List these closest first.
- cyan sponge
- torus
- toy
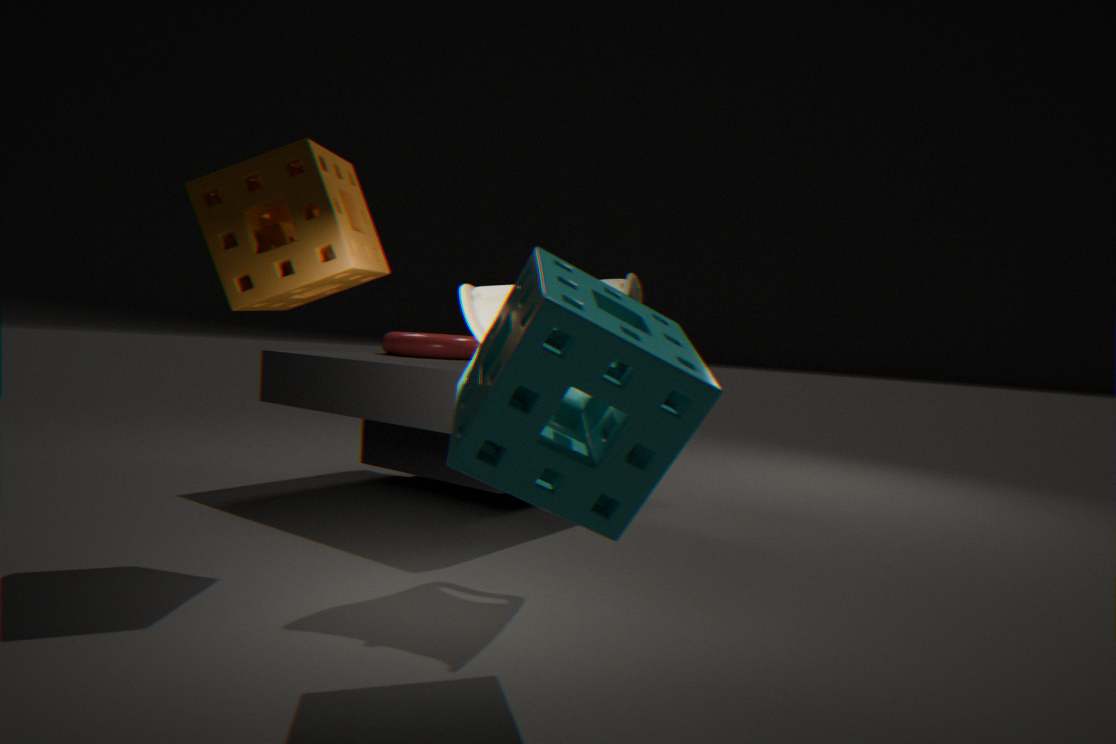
1. cyan sponge
2. toy
3. torus
